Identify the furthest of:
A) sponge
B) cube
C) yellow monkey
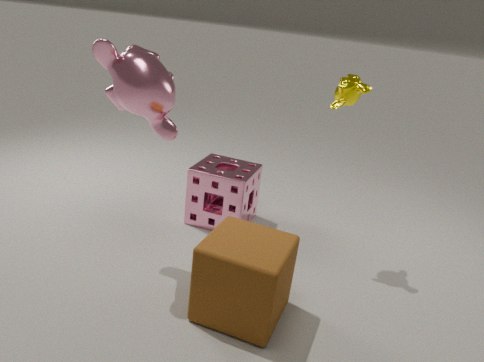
sponge
